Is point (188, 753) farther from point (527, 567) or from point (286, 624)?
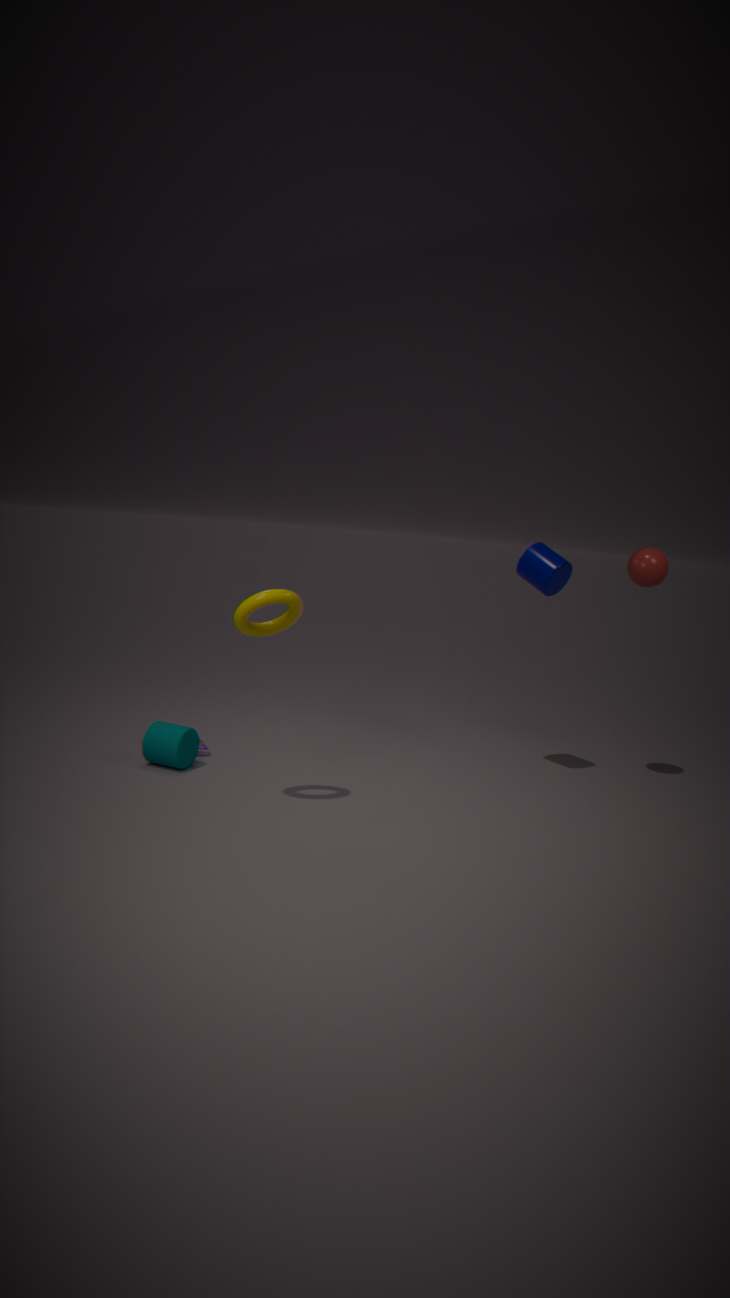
point (527, 567)
